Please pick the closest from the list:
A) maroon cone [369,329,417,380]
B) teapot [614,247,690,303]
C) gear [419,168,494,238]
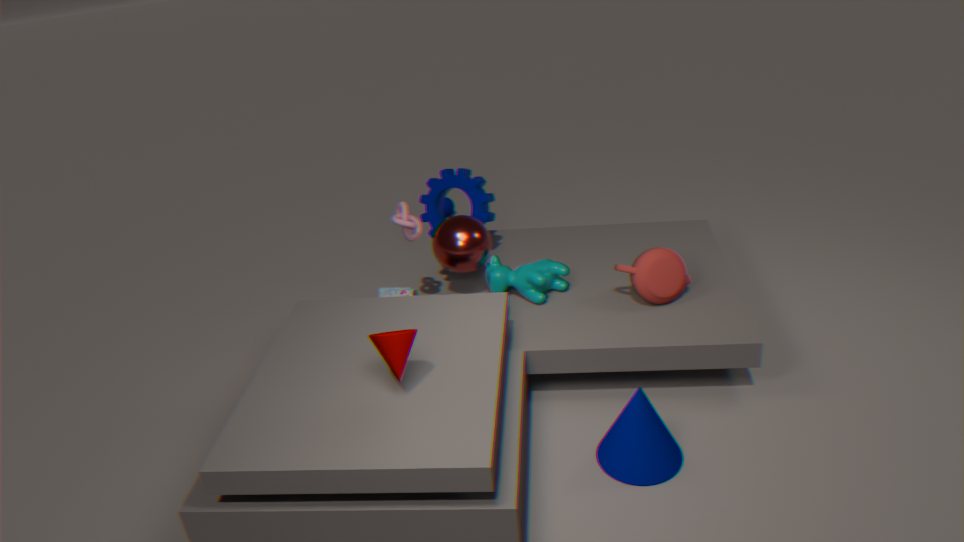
maroon cone [369,329,417,380]
